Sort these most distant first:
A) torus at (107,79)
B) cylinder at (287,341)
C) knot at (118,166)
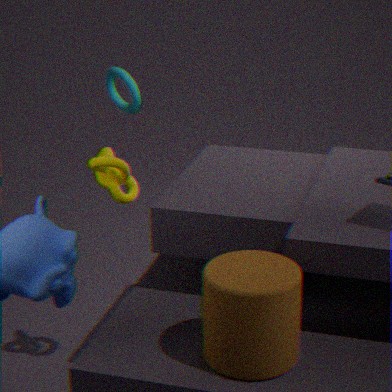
1. torus at (107,79)
2. knot at (118,166)
3. cylinder at (287,341)
